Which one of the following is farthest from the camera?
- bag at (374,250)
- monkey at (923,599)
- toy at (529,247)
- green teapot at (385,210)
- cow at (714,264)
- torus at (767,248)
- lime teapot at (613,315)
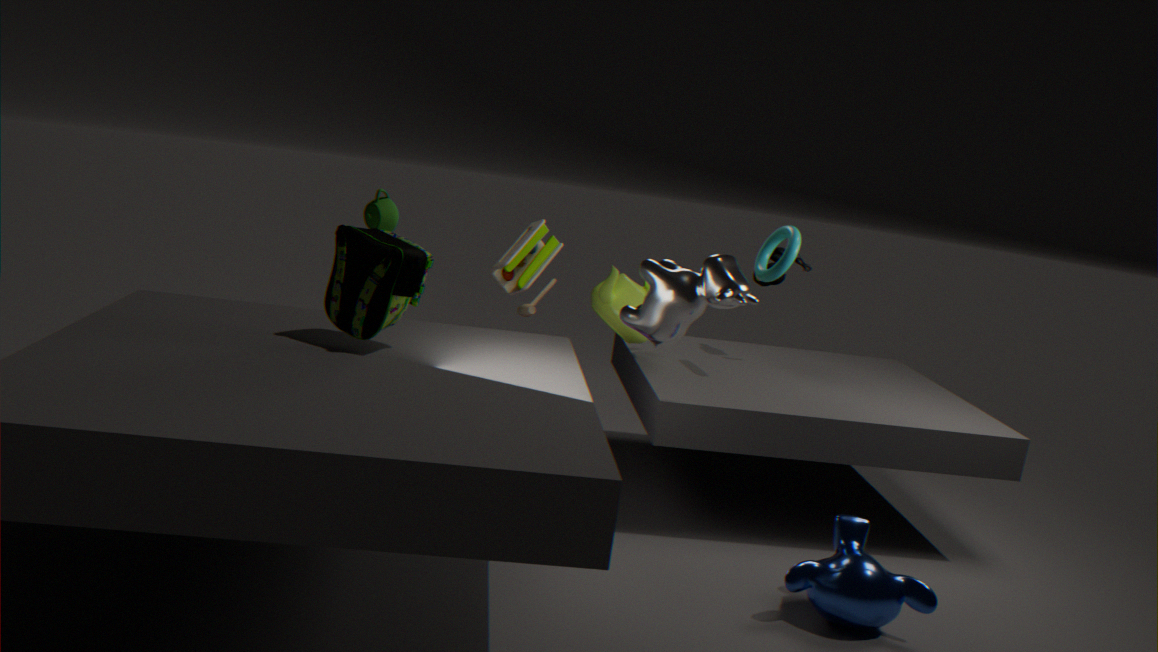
toy at (529,247)
